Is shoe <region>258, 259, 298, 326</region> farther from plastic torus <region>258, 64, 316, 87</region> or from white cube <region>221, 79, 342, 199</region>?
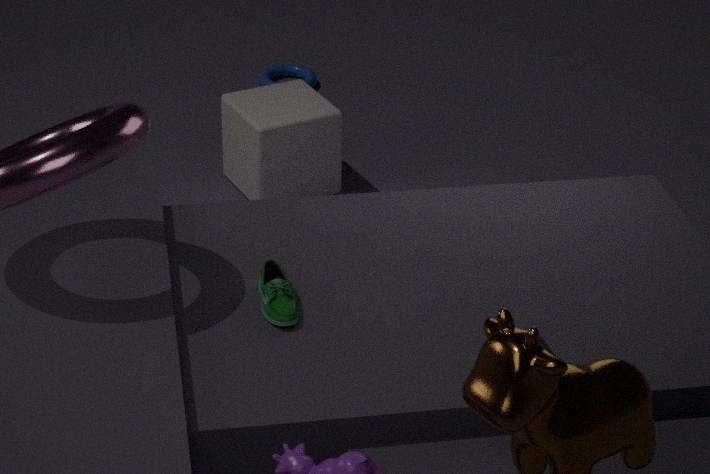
plastic torus <region>258, 64, 316, 87</region>
